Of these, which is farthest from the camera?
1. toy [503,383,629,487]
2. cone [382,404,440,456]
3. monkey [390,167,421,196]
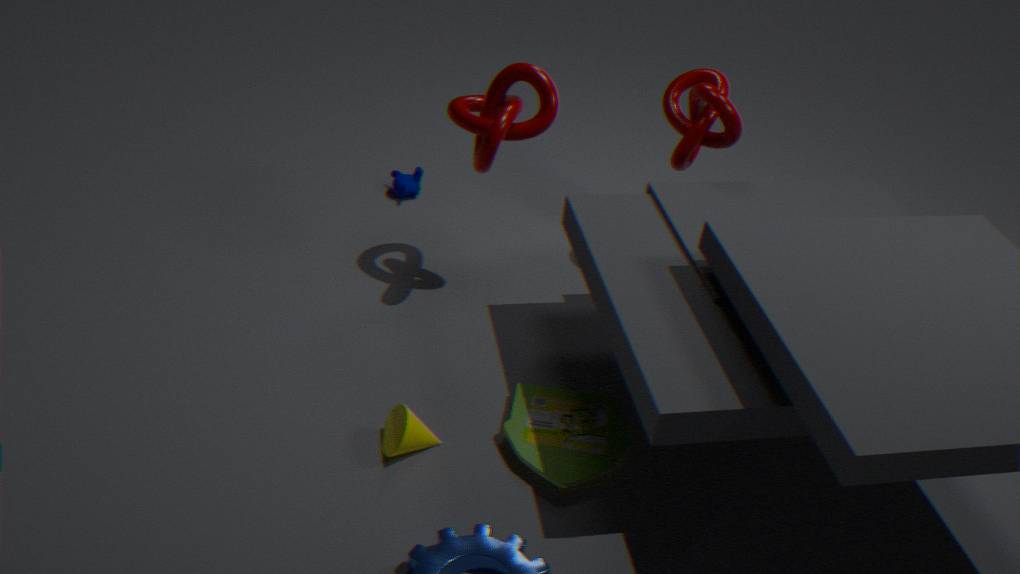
monkey [390,167,421,196]
